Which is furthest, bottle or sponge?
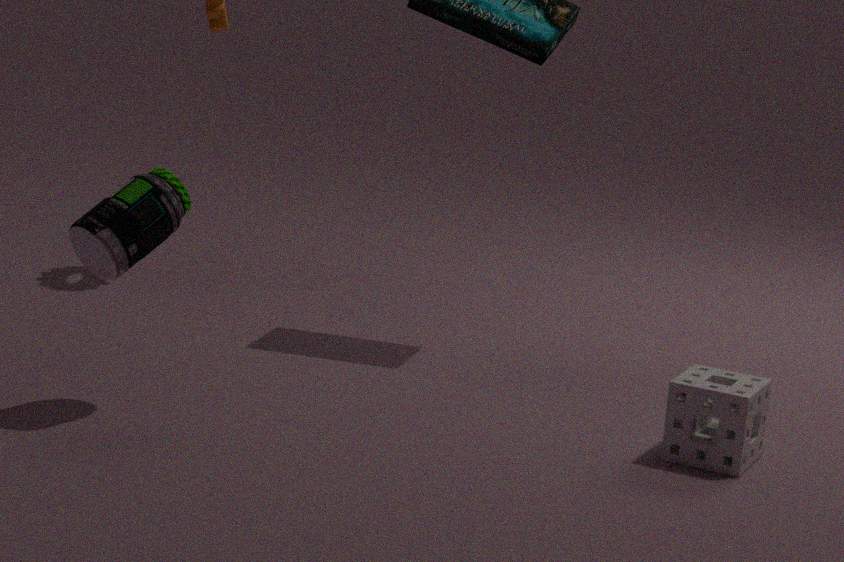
sponge
